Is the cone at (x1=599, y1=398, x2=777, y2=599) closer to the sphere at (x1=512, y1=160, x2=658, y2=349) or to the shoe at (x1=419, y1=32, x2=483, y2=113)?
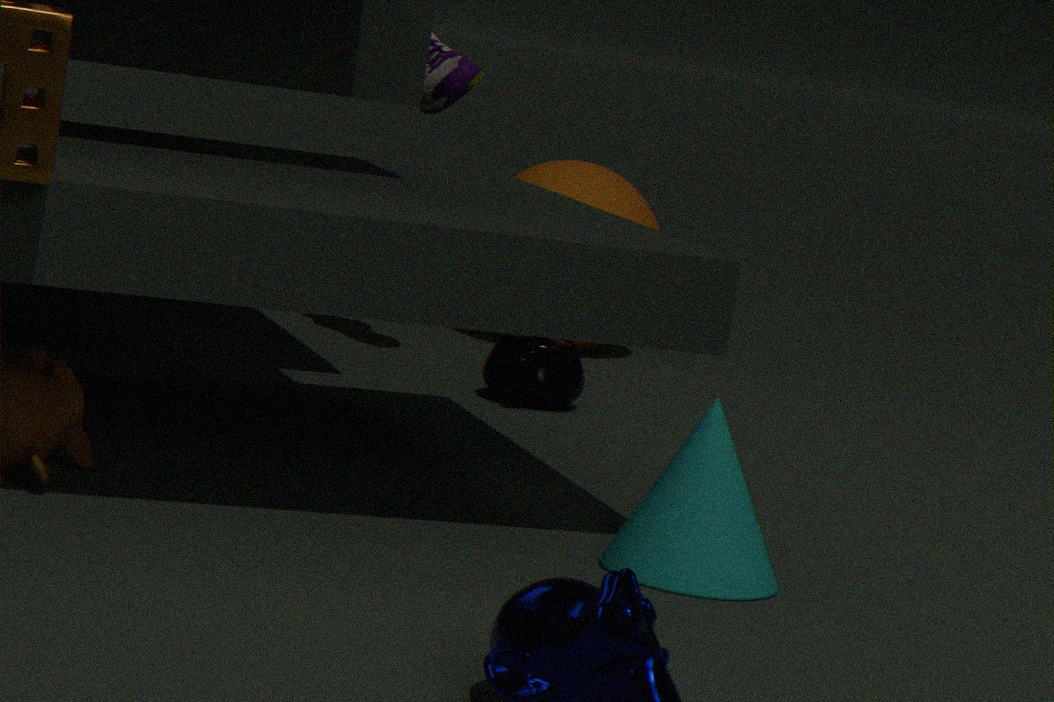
the shoe at (x1=419, y1=32, x2=483, y2=113)
